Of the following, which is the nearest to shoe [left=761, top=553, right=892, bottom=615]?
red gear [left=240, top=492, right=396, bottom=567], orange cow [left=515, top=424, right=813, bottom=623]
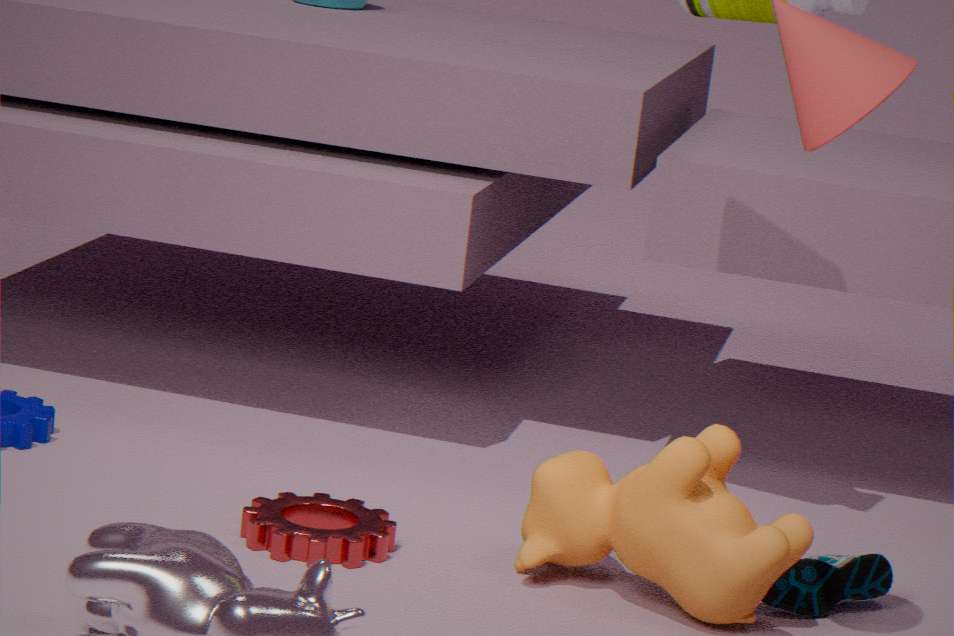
orange cow [left=515, top=424, right=813, bottom=623]
